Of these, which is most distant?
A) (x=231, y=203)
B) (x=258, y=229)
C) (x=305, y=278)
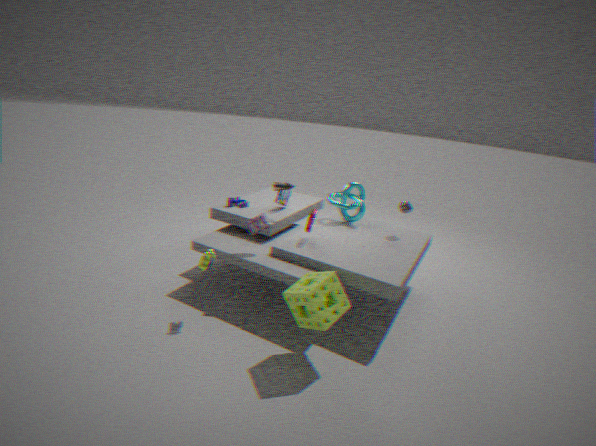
(x=231, y=203)
